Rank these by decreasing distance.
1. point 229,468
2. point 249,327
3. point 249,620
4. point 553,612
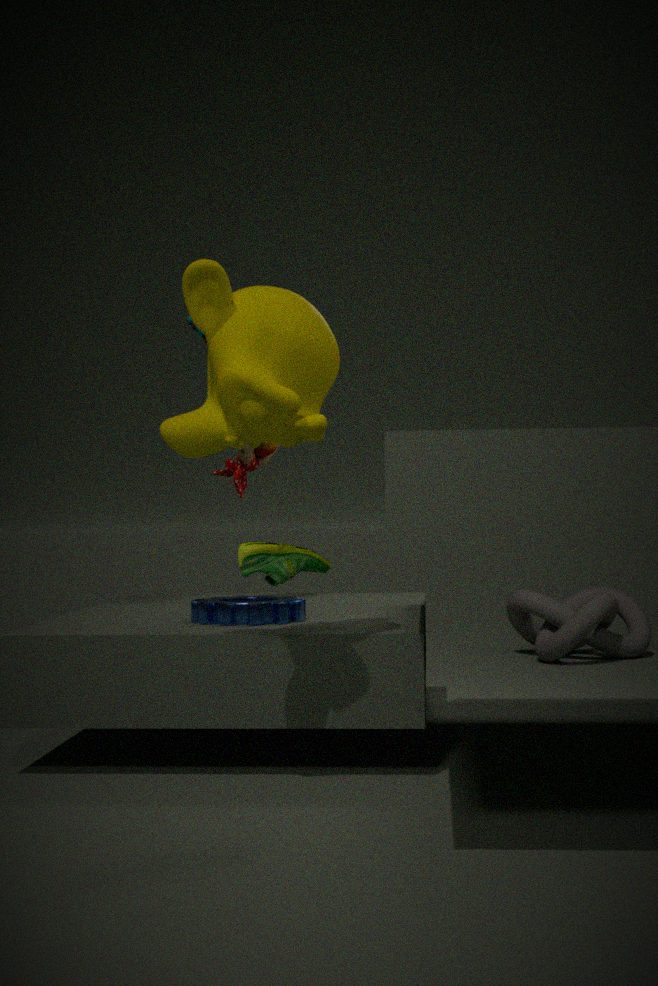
point 553,612, point 229,468, point 249,620, point 249,327
